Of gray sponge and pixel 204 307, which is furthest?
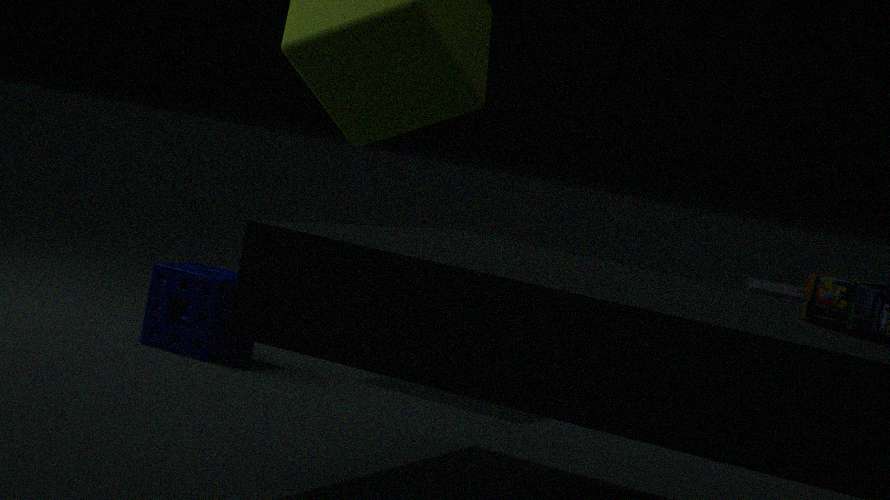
pixel 204 307
